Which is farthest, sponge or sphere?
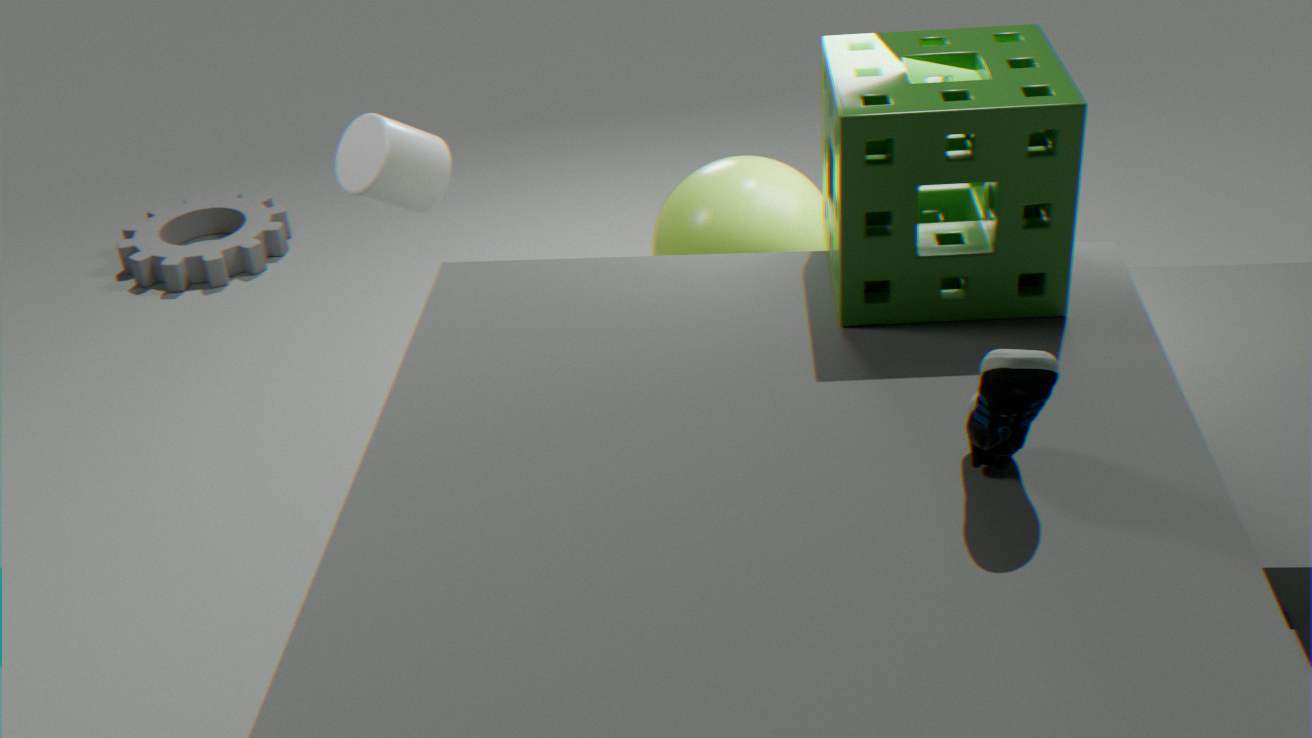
sphere
